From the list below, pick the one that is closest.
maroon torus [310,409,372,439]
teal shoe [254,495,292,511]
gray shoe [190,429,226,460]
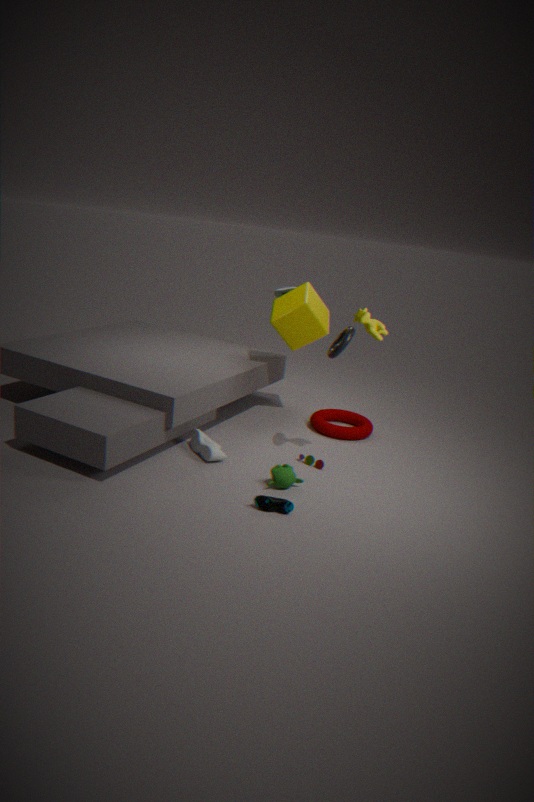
teal shoe [254,495,292,511]
